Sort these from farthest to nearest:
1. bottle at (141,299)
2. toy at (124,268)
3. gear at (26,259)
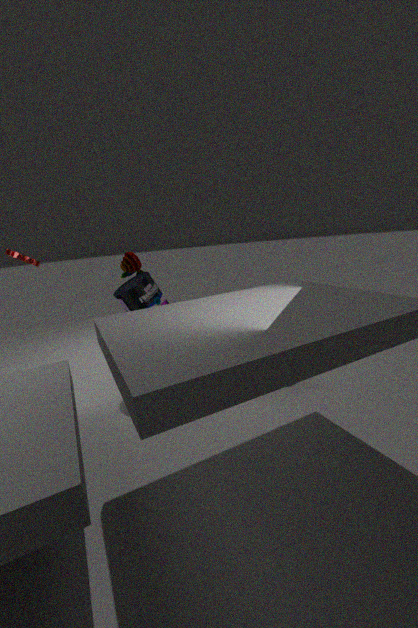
toy at (124,268)
gear at (26,259)
bottle at (141,299)
